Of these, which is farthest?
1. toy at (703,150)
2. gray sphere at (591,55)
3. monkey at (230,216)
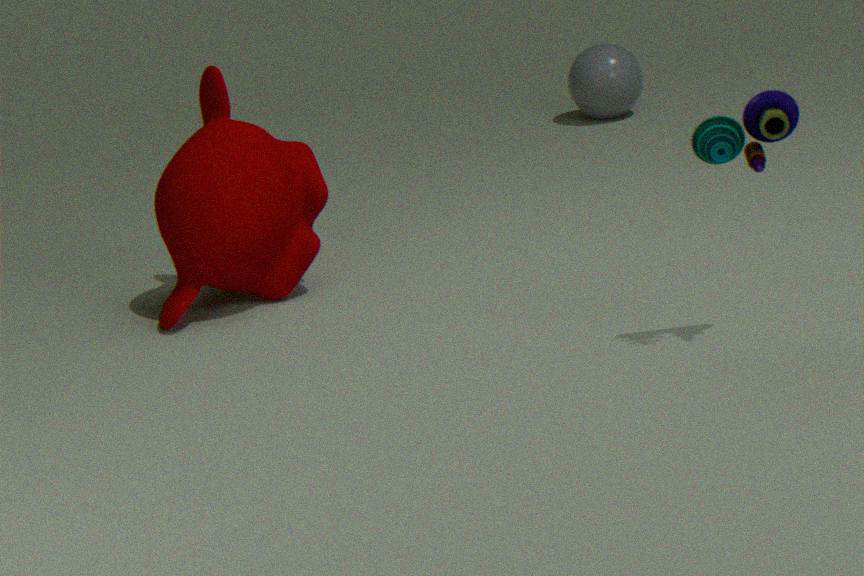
gray sphere at (591,55)
